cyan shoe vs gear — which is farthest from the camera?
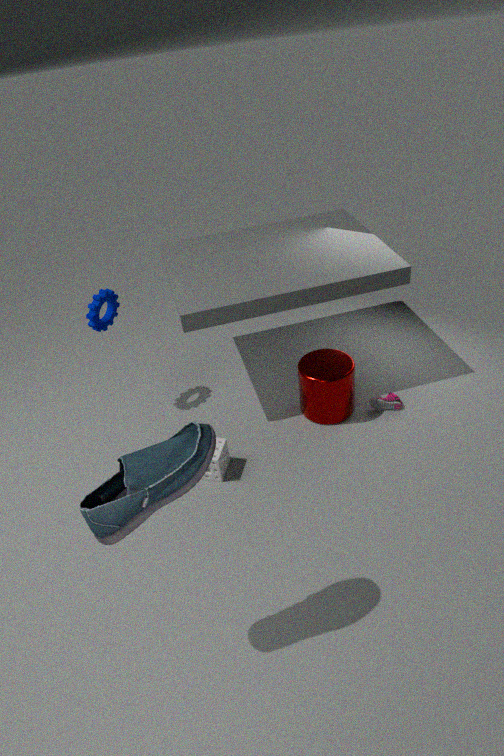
gear
